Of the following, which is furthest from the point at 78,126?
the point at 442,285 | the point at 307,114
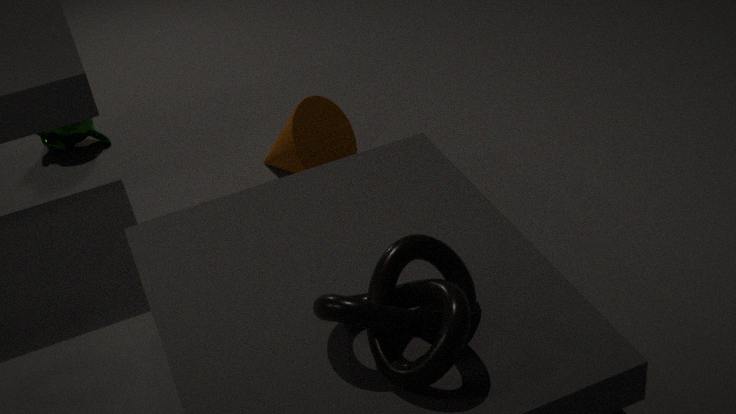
the point at 442,285
